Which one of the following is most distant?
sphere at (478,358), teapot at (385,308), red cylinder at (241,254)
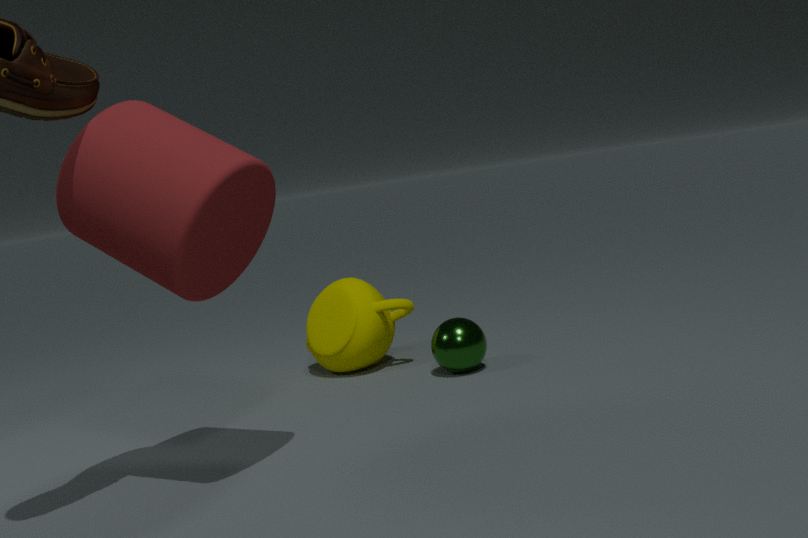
teapot at (385,308)
